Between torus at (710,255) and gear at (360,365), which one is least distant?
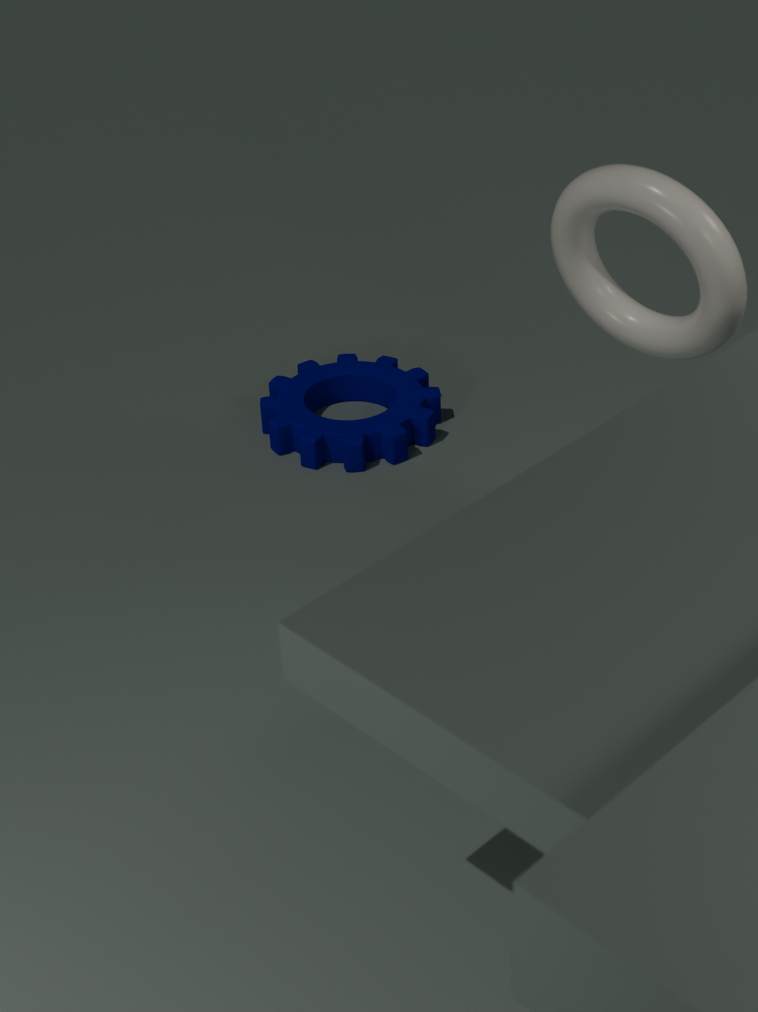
torus at (710,255)
